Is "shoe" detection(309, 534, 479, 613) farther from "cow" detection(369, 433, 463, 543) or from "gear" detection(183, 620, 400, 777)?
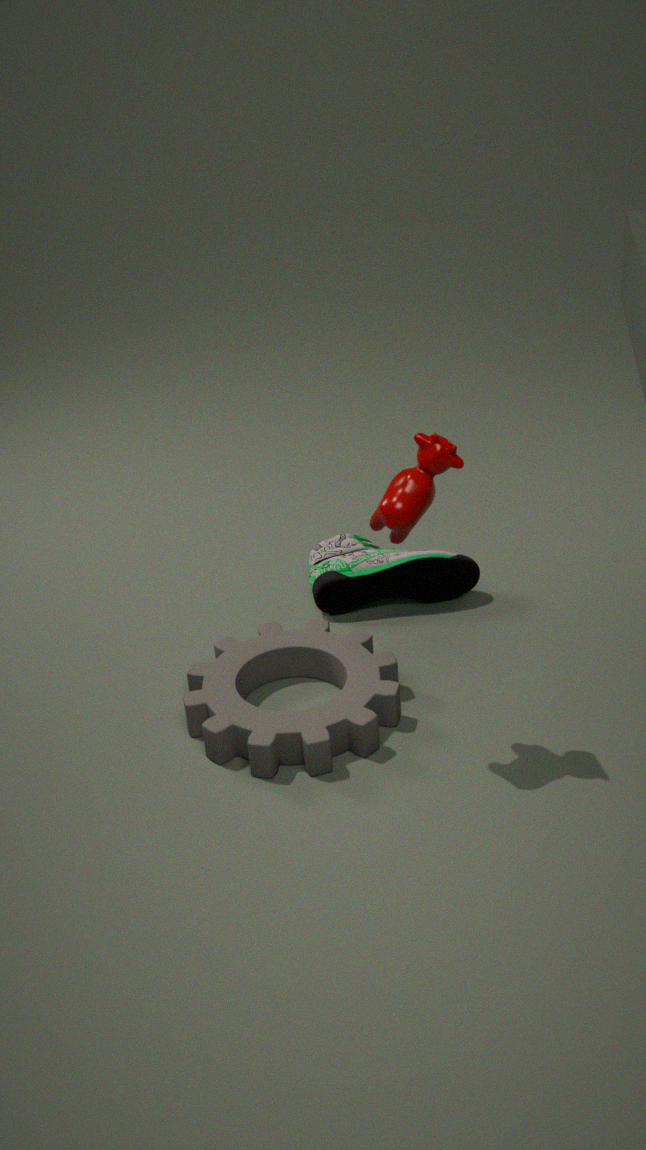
"cow" detection(369, 433, 463, 543)
